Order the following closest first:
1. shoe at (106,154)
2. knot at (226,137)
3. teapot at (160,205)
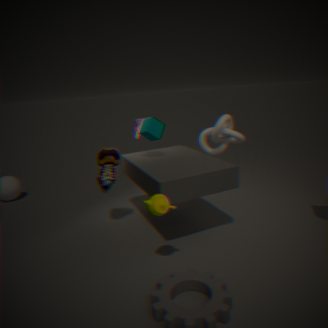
teapot at (160,205), shoe at (106,154), knot at (226,137)
